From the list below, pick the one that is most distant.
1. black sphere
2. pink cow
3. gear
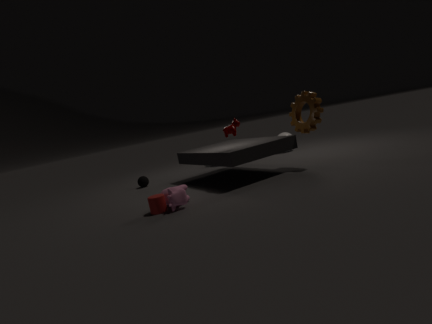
black sphere
